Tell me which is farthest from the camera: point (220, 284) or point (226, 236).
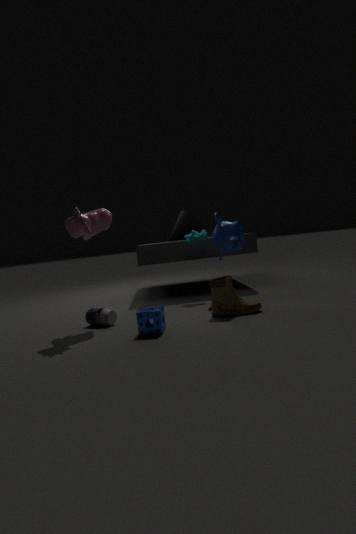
point (226, 236)
